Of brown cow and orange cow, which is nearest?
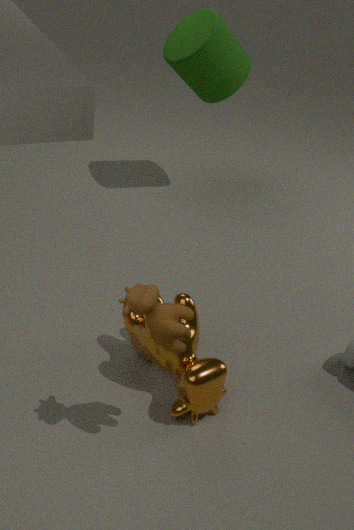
brown cow
